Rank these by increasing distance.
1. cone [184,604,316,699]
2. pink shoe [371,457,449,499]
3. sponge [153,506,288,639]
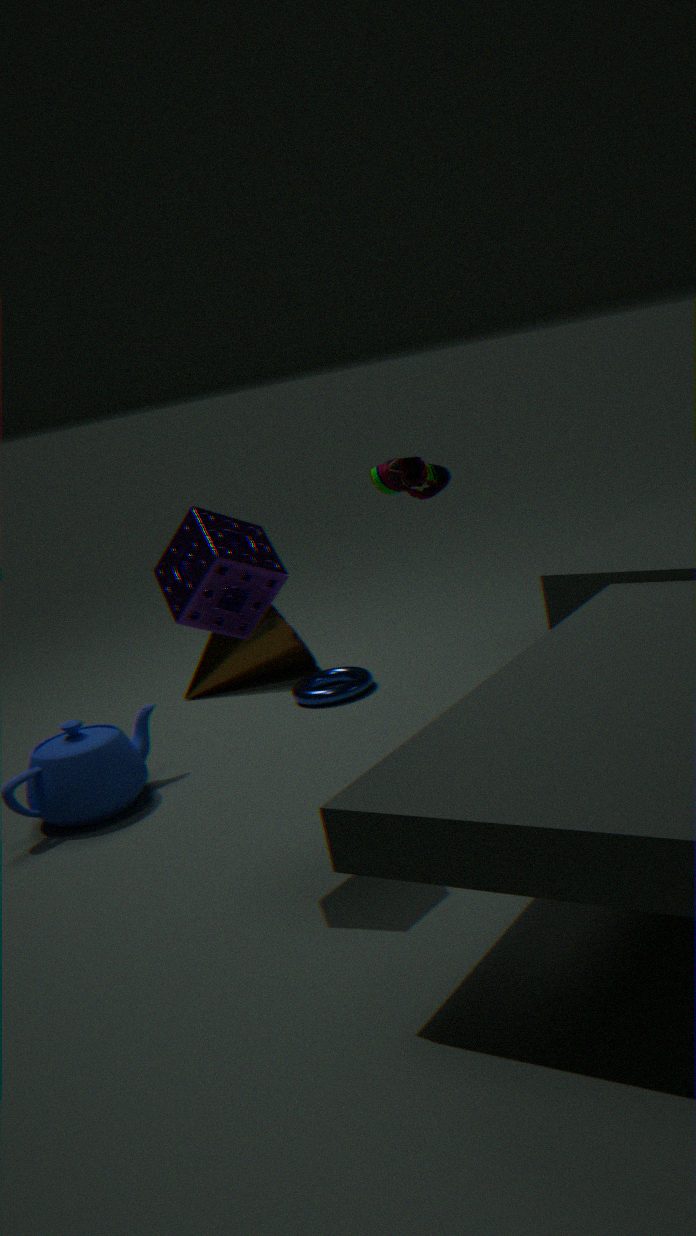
sponge [153,506,288,639], pink shoe [371,457,449,499], cone [184,604,316,699]
